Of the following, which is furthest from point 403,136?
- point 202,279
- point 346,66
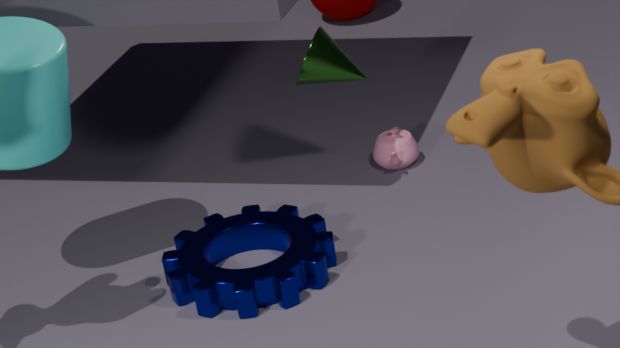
point 202,279
